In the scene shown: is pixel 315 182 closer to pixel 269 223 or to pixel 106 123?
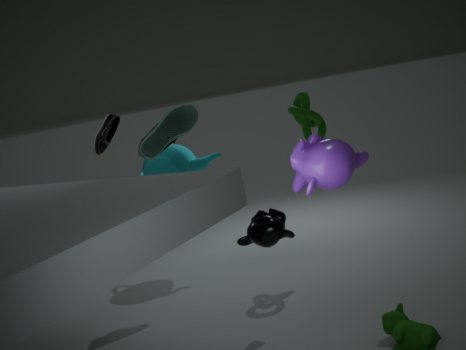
pixel 269 223
